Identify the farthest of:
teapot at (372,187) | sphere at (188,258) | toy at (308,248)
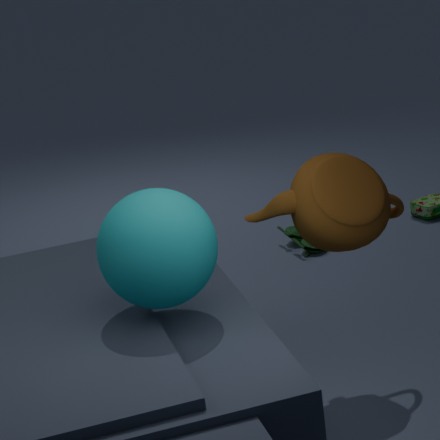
toy at (308,248)
